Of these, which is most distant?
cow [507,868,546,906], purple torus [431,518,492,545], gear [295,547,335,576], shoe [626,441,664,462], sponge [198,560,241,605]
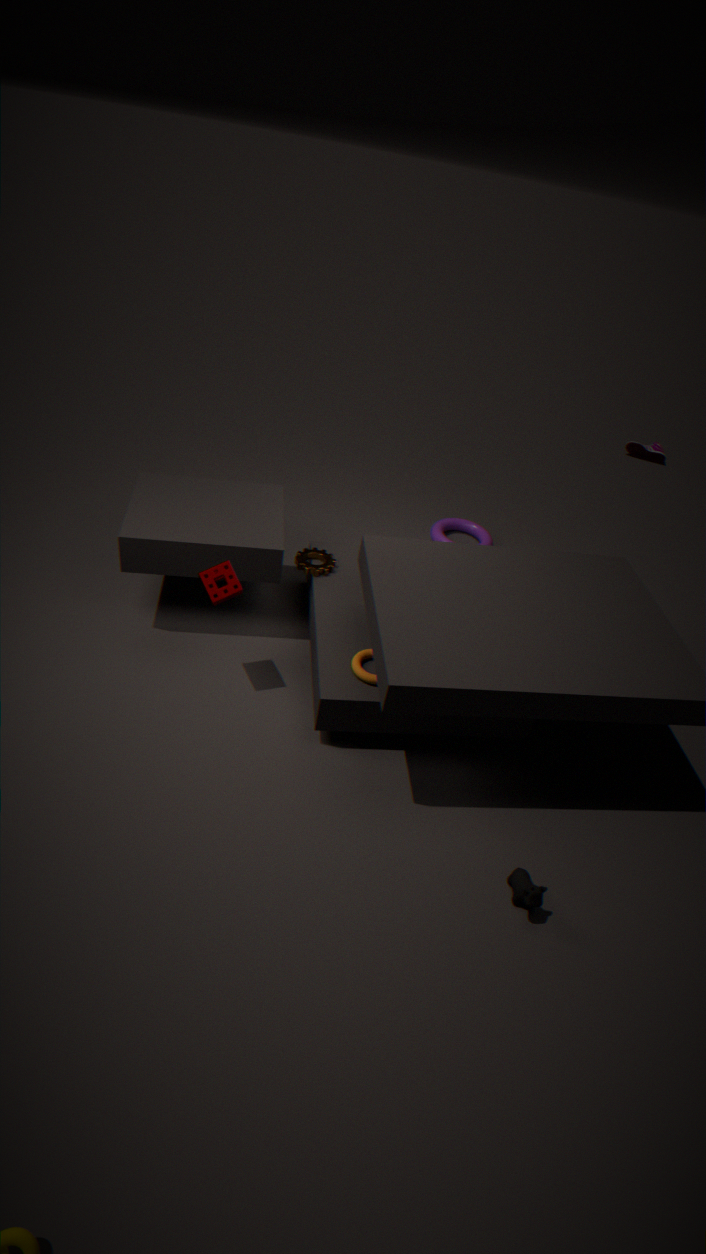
shoe [626,441,664,462]
